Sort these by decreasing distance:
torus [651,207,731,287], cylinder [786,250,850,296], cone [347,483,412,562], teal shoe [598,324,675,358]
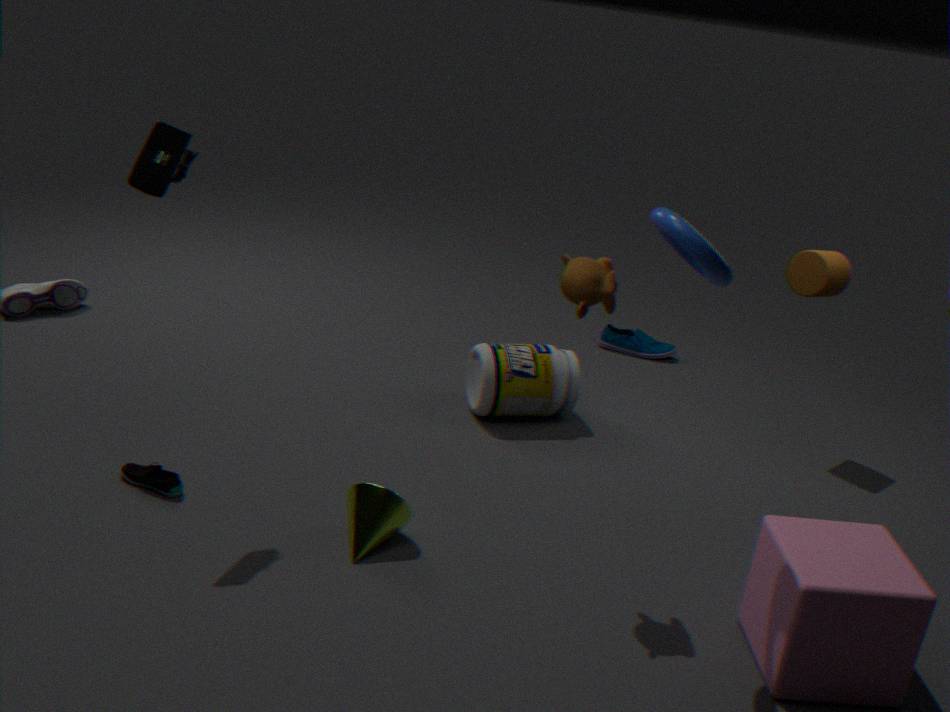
teal shoe [598,324,675,358], cylinder [786,250,850,296], cone [347,483,412,562], torus [651,207,731,287]
